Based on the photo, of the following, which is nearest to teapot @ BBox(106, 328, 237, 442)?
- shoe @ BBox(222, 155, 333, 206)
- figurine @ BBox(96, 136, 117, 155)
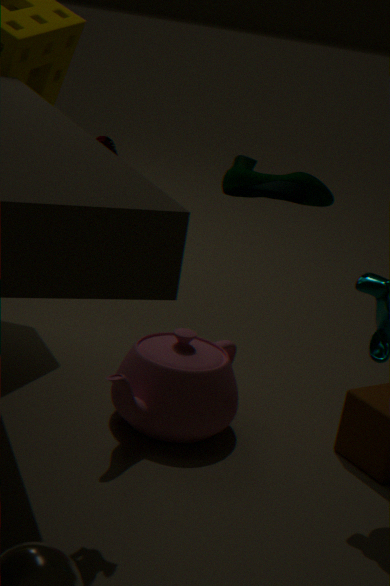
figurine @ BBox(96, 136, 117, 155)
